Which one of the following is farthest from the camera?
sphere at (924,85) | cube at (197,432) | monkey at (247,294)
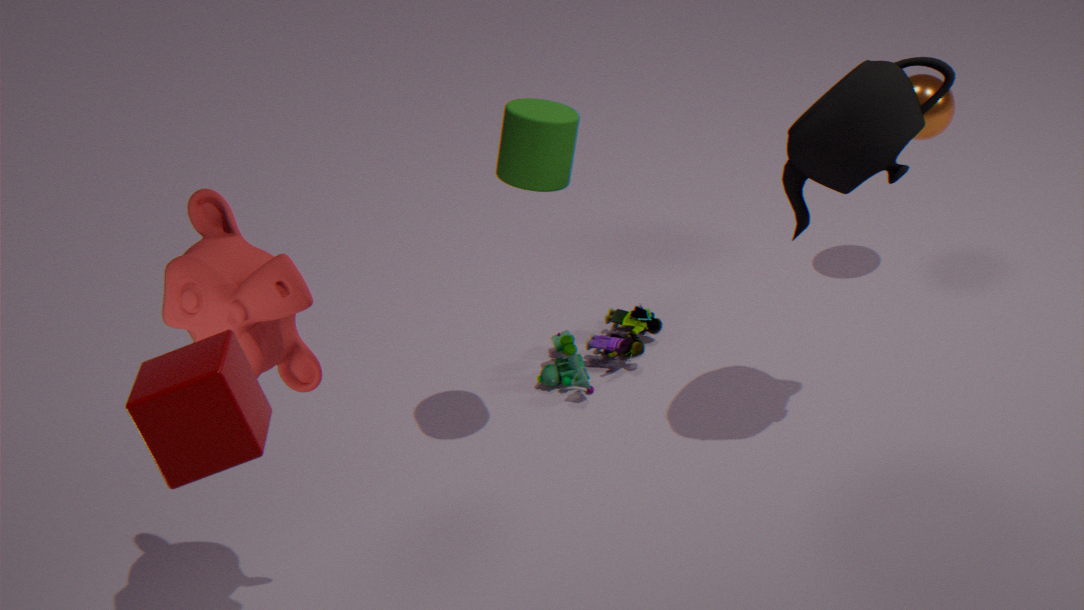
sphere at (924,85)
